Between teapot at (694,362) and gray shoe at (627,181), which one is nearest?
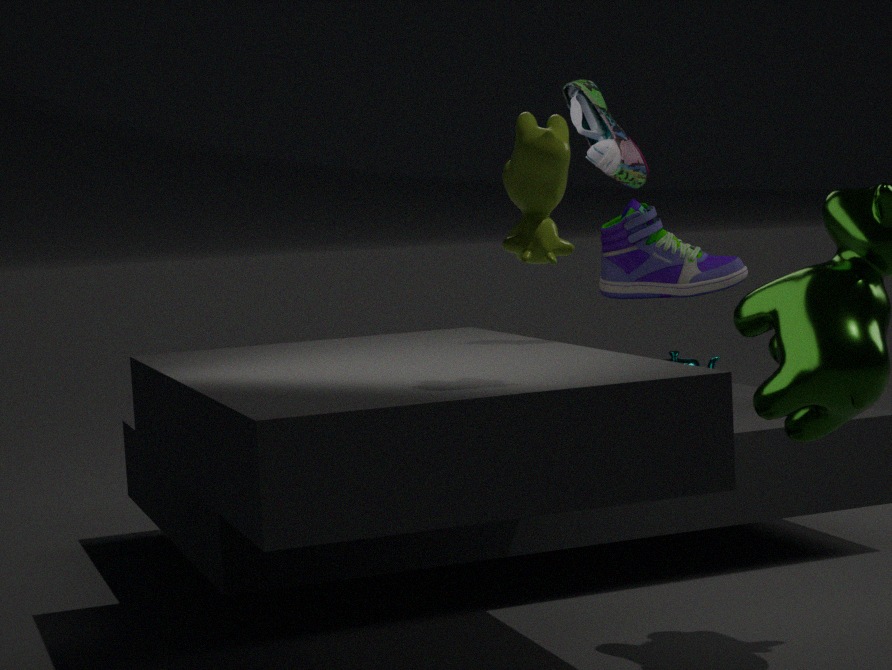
gray shoe at (627,181)
